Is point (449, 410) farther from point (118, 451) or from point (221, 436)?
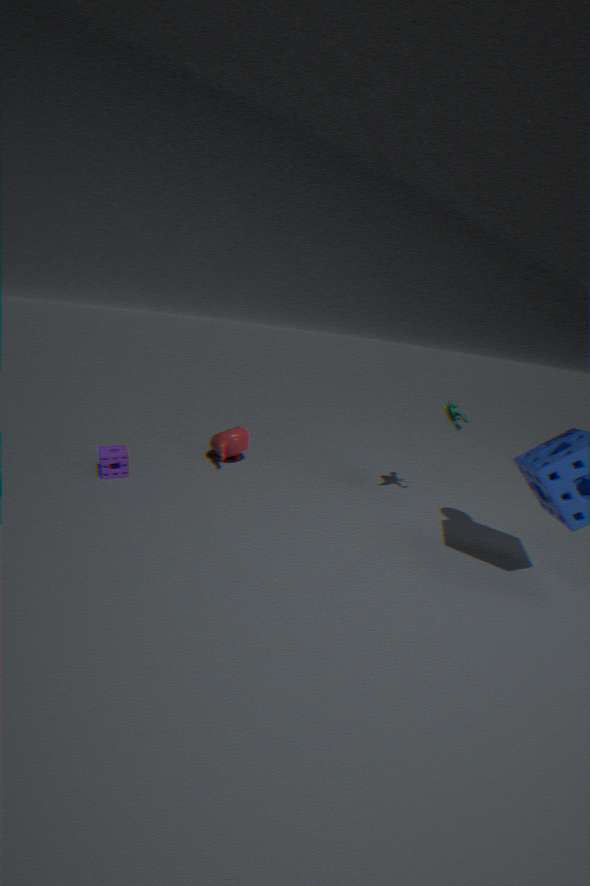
point (118, 451)
